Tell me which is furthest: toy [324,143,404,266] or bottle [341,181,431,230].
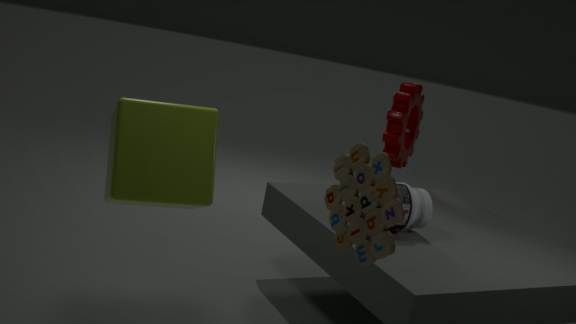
bottle [341,181,431,230]
